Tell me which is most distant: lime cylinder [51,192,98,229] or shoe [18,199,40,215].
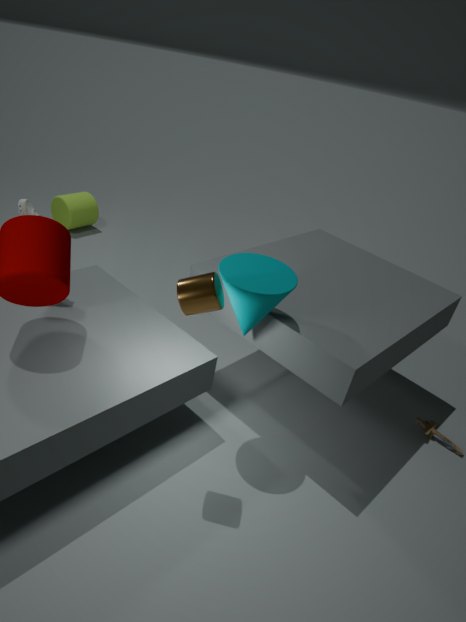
lime cylinder [51,192,98,229]
